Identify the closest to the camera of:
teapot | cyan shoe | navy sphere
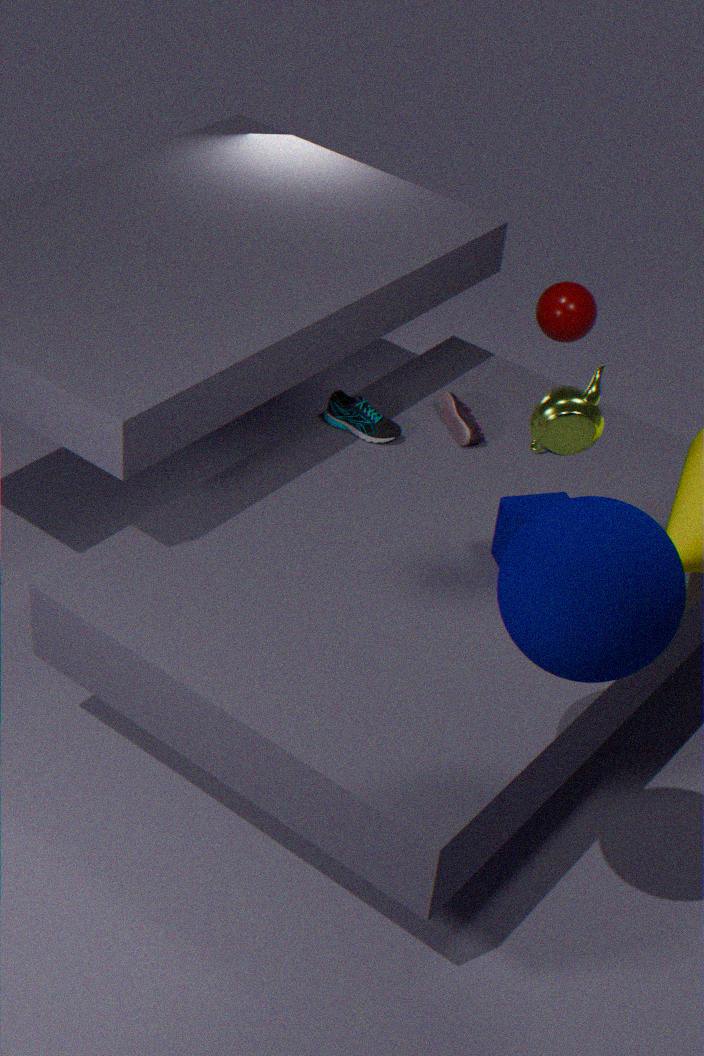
navy sphere
